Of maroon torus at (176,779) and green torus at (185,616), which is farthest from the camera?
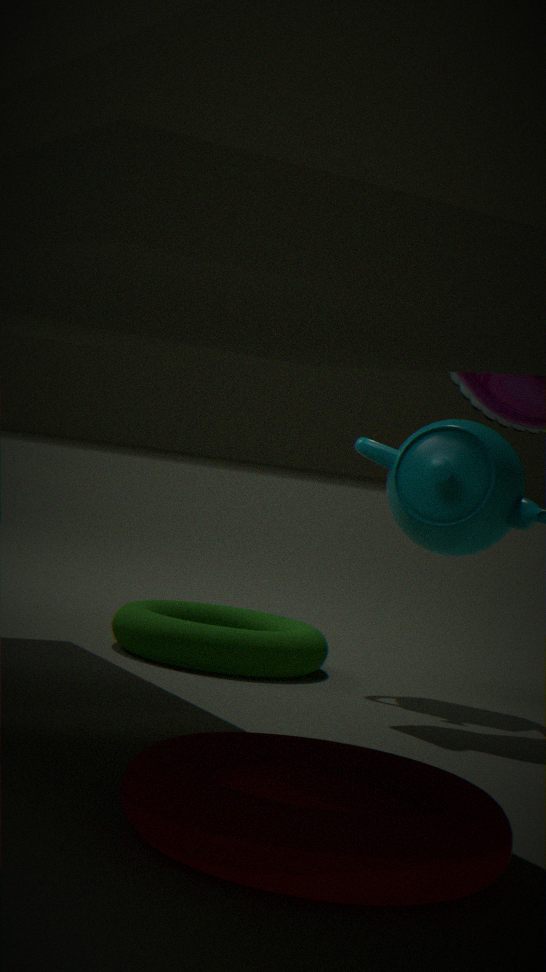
green torus at (185,616)
